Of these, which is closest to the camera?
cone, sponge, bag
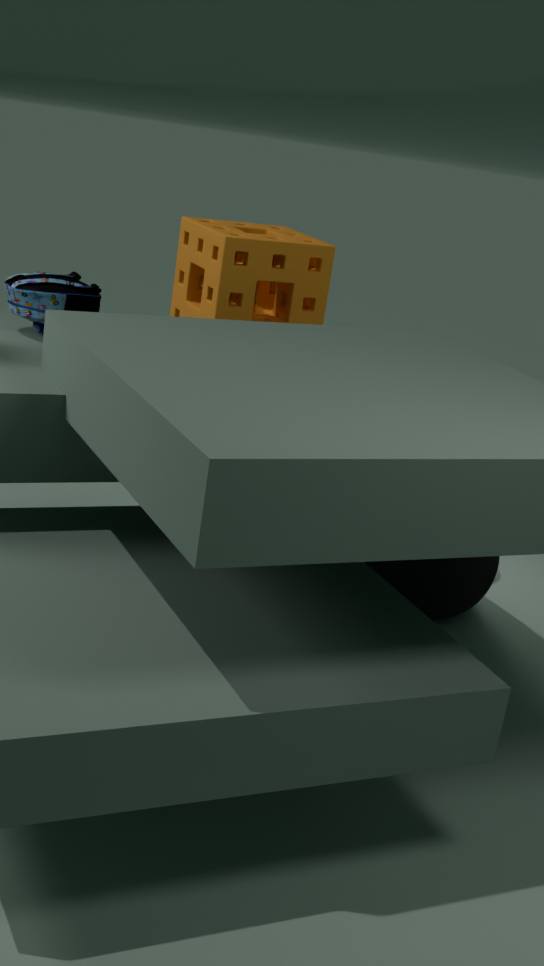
bag
